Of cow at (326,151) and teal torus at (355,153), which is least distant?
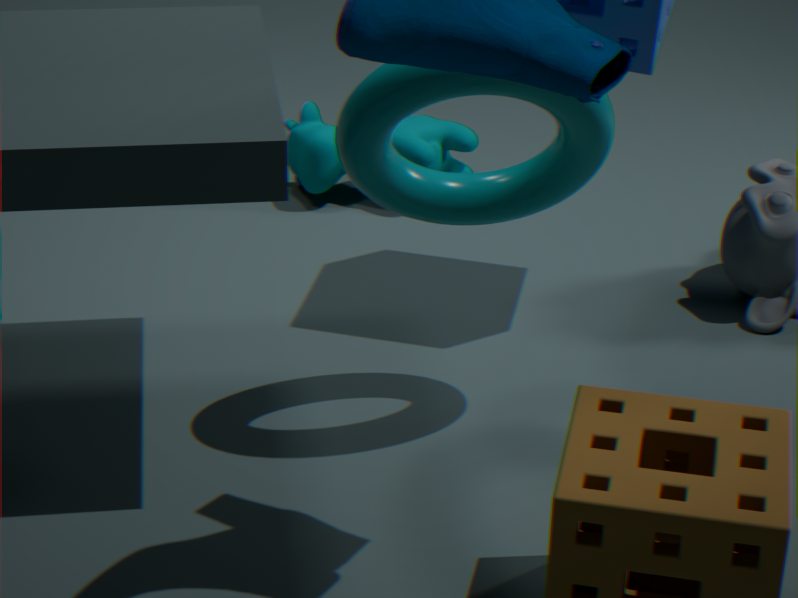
teal torus at (355,153)
